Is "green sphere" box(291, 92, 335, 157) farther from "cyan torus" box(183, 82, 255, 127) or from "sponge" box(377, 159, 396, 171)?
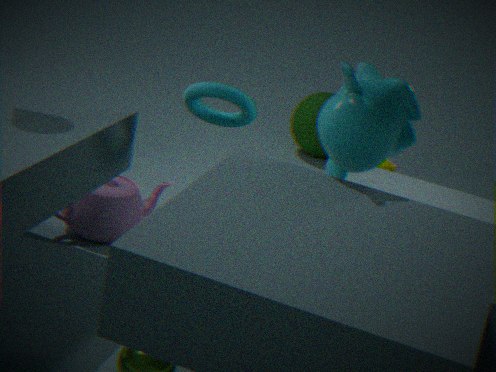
Answer: "cyan torus" box(183, 82, 255, 127)
